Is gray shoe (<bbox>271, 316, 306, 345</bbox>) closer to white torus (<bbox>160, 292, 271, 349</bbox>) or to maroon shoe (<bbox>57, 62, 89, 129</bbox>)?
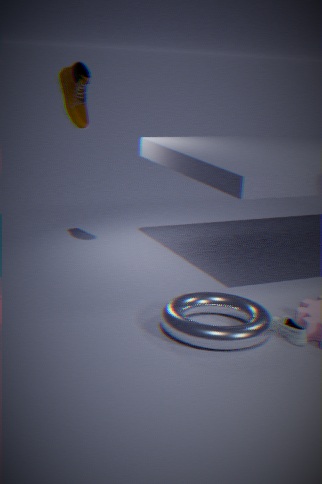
white torus (<bbox>160, 292, 271, 349</bbox>)
